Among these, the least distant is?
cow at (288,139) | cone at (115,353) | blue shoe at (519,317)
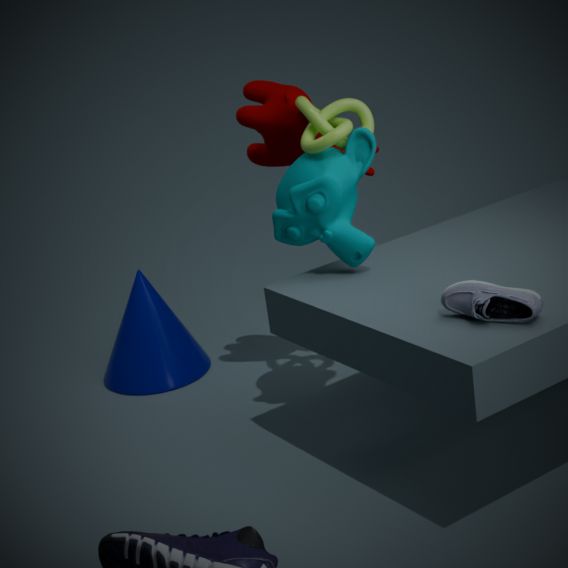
blue shoe at (519,317)
